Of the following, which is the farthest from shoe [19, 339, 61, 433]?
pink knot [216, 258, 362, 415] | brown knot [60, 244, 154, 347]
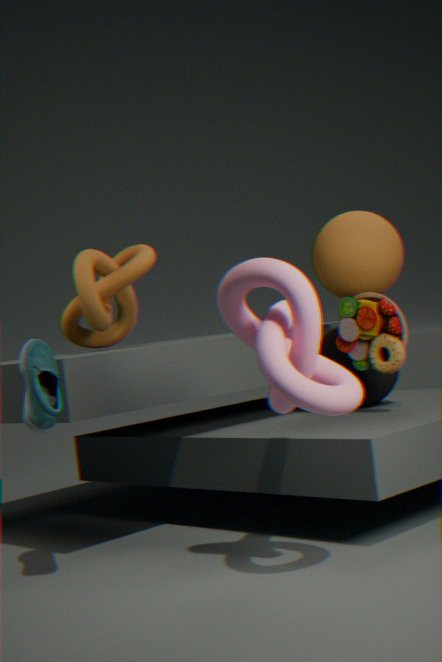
brown knot [60, 244, 154, 347]
